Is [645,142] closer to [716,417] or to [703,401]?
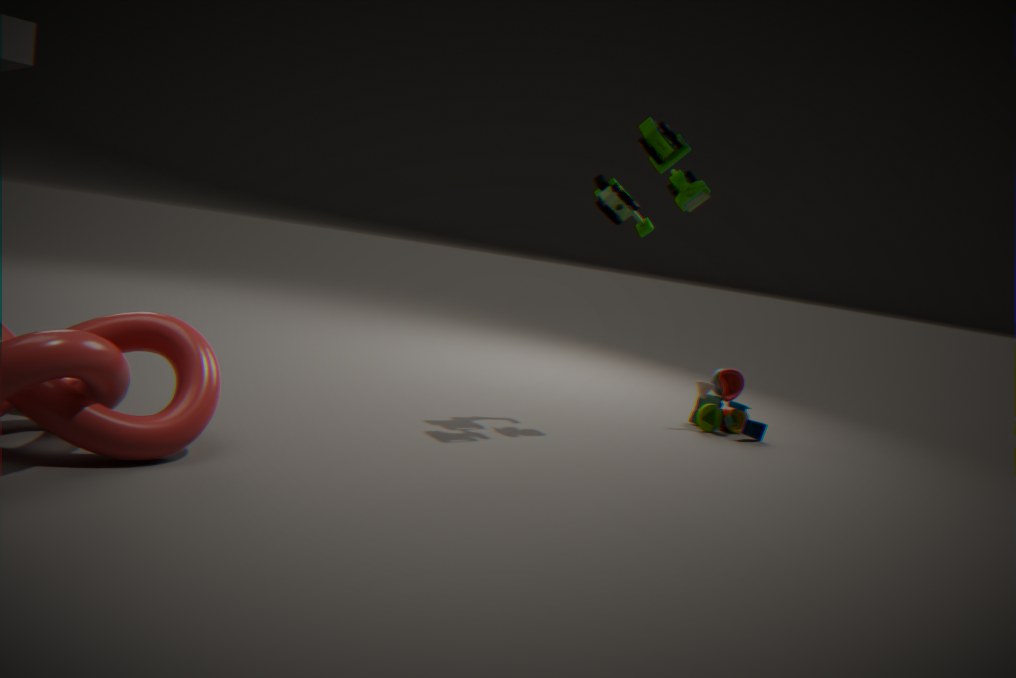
[716,417]
